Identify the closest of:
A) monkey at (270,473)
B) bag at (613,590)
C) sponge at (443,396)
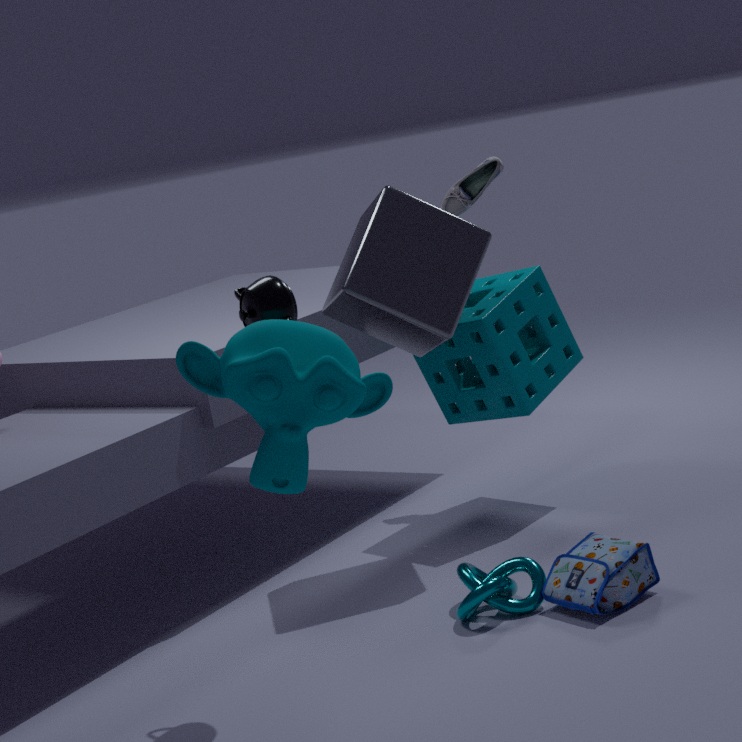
monkey at (270,473)
